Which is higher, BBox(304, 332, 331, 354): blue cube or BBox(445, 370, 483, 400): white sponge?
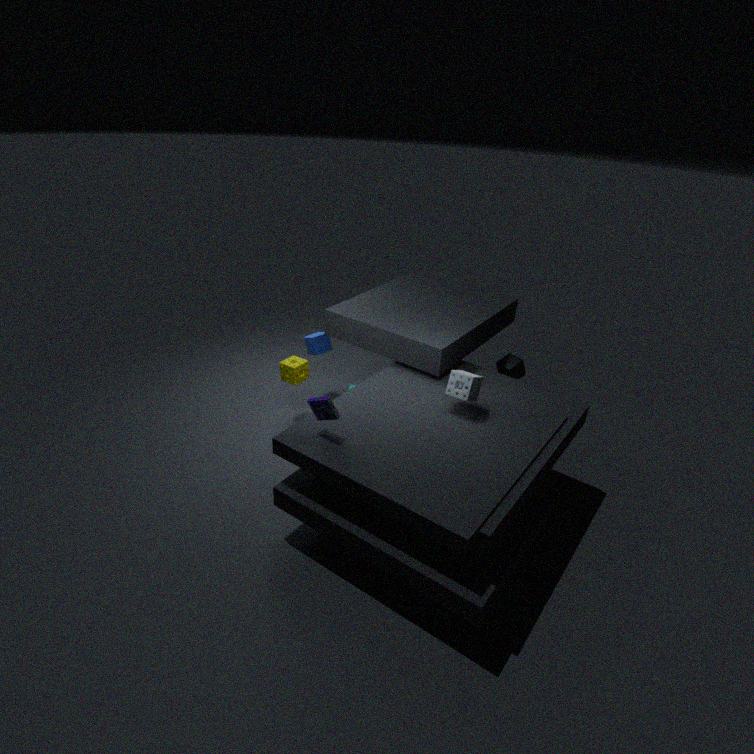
BBox(445, 370, 483, 400): white sponge
